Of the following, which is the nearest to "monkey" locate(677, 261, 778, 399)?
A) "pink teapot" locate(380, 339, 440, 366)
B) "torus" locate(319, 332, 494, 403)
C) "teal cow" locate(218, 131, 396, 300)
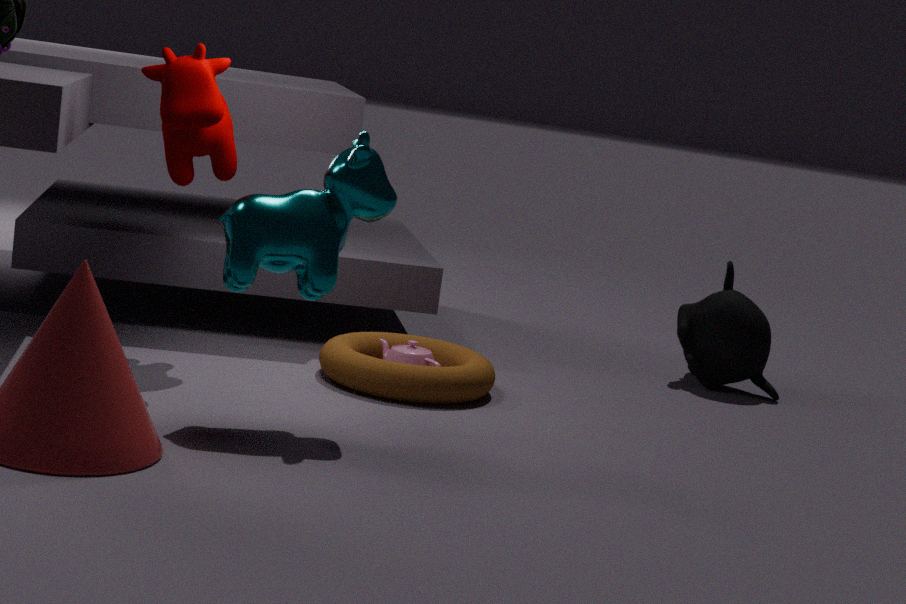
"torus" locate(319, 332, 494, 403)
